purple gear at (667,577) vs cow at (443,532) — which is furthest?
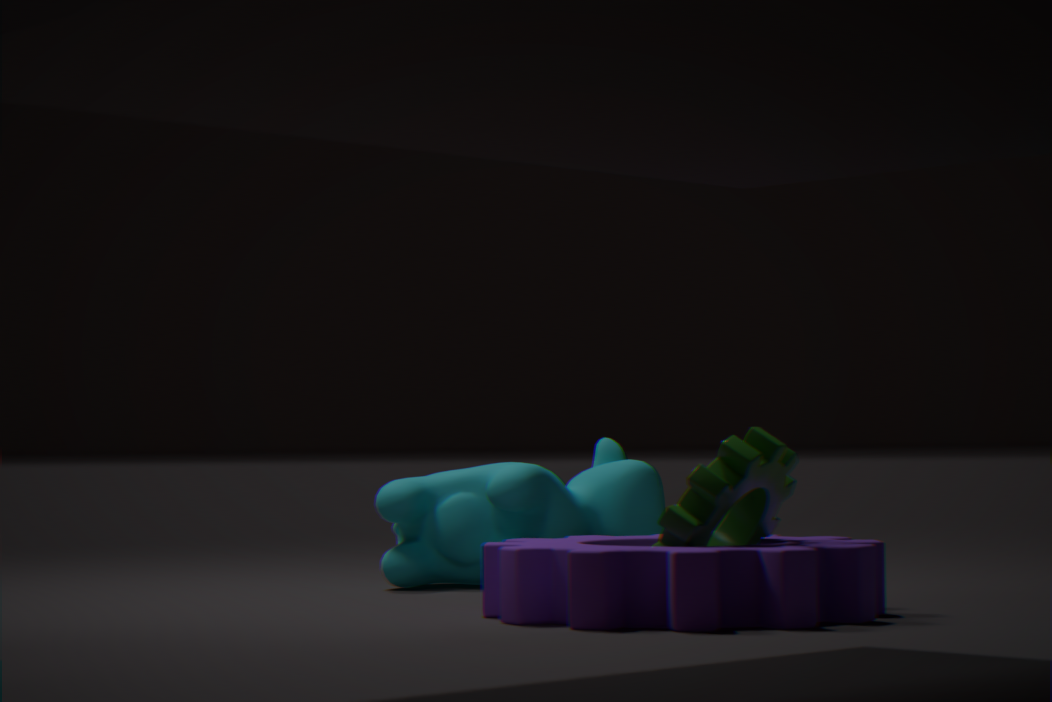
cow at (443,532)
